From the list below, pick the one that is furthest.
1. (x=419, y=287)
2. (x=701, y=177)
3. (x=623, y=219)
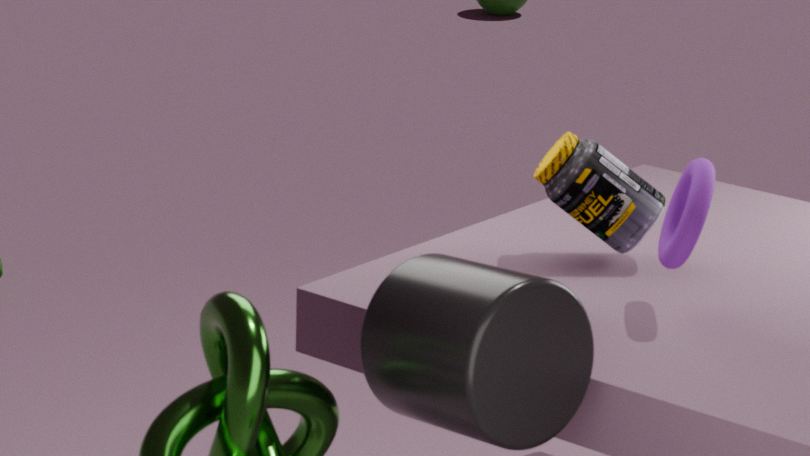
(x=623, y=219)
